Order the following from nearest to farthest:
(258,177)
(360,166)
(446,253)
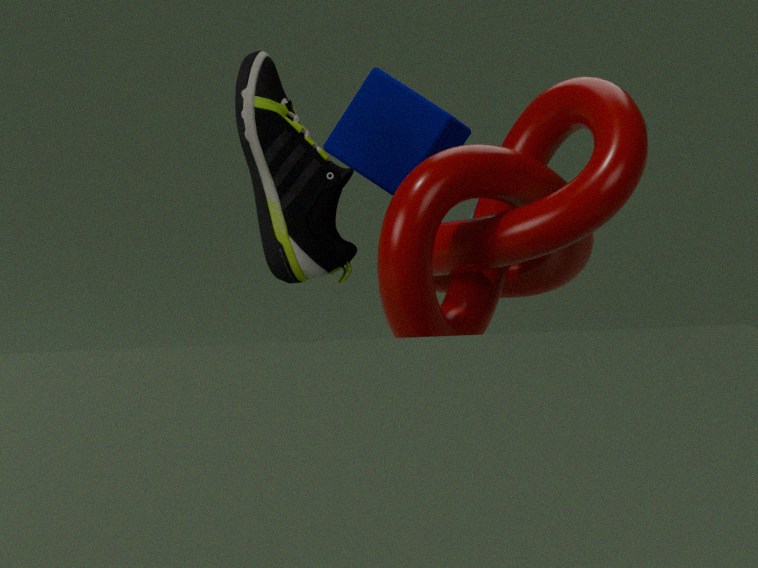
(446,253) < (258,177) < (360,166)
